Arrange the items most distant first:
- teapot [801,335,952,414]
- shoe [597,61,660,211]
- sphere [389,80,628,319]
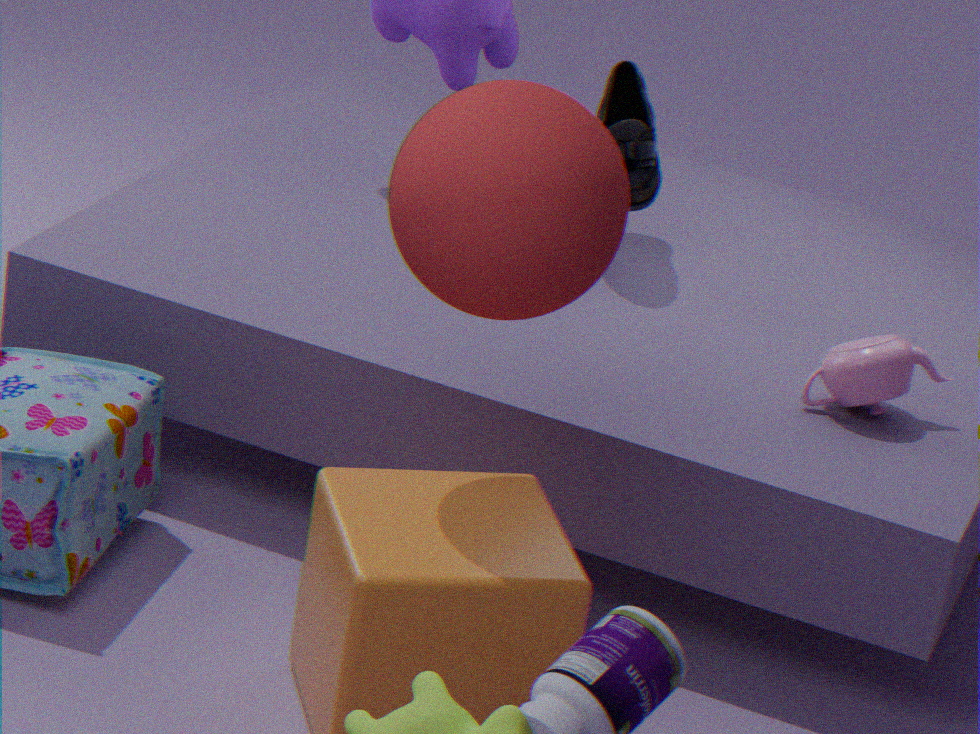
1. shoe [597,61,660,211]
2. teapot [801,335,952,414]
3. sphere [389,80,628,319]
